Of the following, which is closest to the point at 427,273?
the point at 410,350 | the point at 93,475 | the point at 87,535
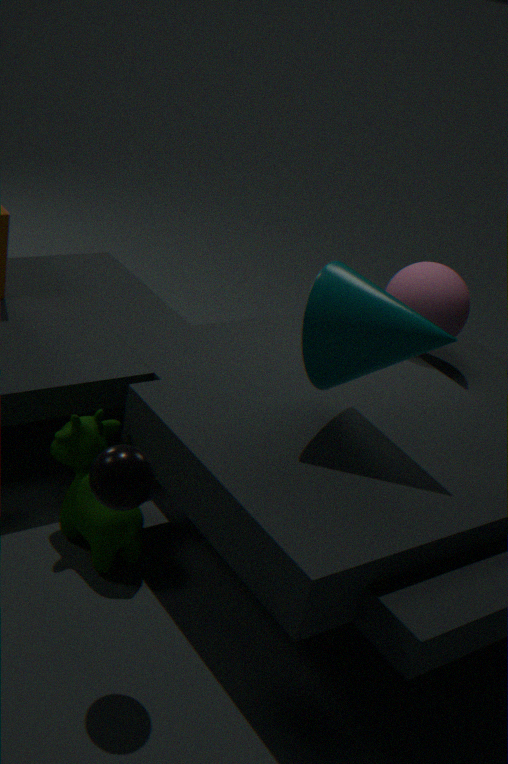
the point at 410,350
